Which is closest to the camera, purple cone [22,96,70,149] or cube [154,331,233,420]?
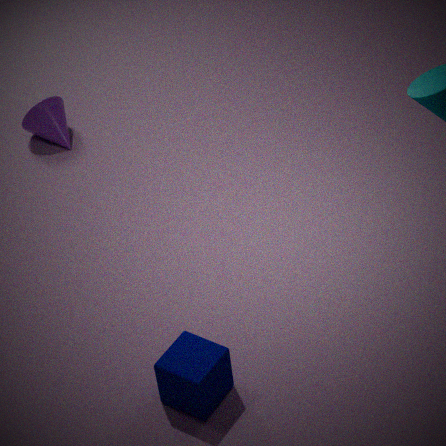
cube [154,331,233,420]
